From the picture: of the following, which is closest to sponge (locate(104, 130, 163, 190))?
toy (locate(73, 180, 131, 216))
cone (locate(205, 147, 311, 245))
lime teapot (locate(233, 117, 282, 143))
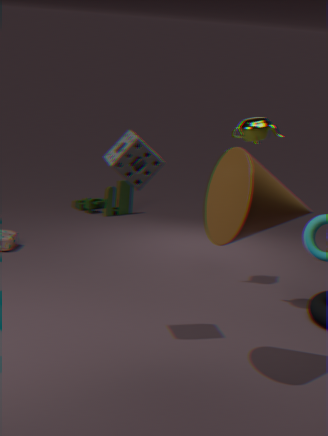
cone (locate(205, 147, 311, 245))
